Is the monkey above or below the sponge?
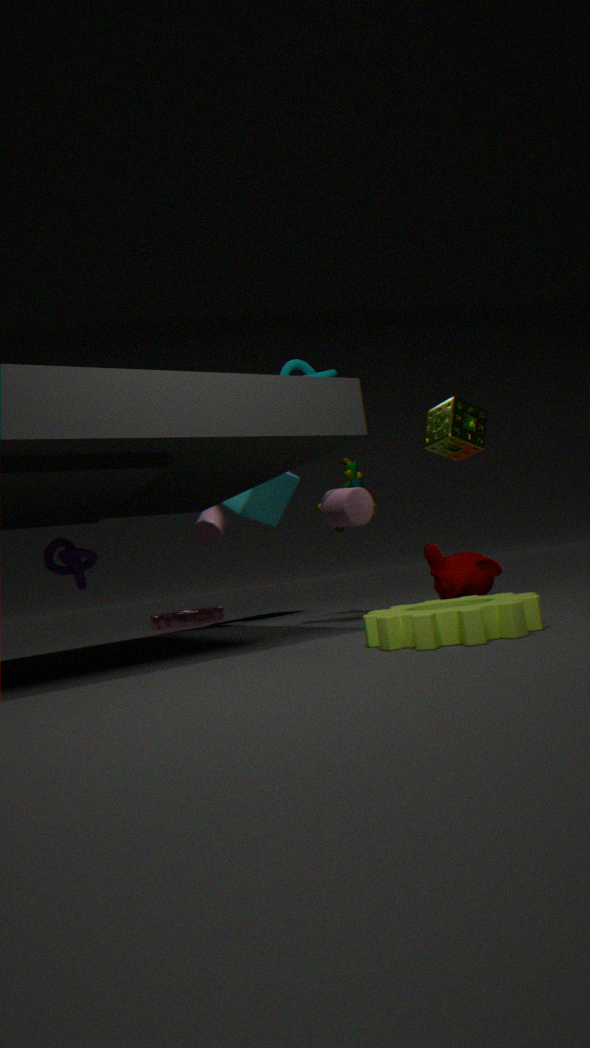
below
